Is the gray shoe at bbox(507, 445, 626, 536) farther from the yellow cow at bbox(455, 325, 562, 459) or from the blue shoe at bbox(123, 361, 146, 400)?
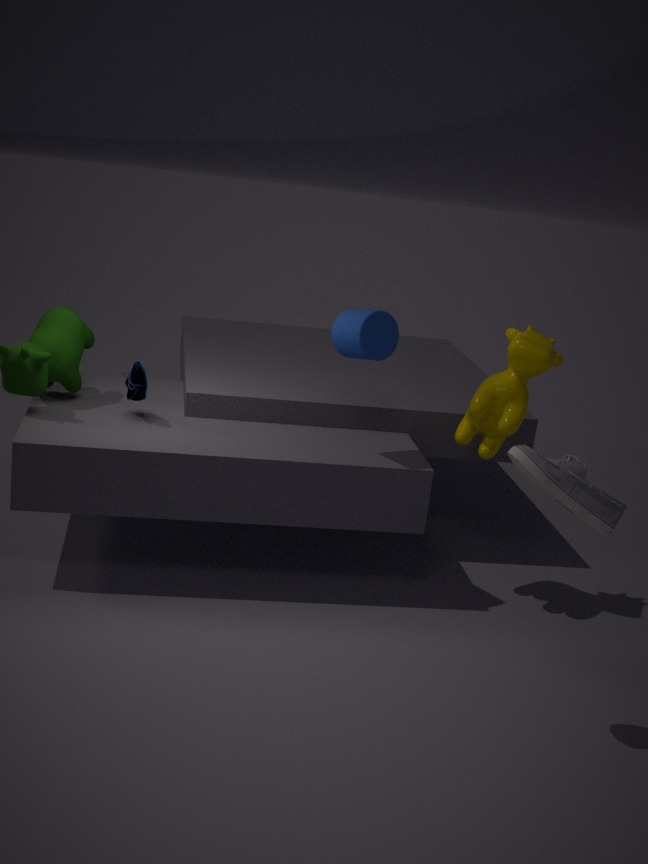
the blue shoe at bbox(123, 361, 146, 400)
